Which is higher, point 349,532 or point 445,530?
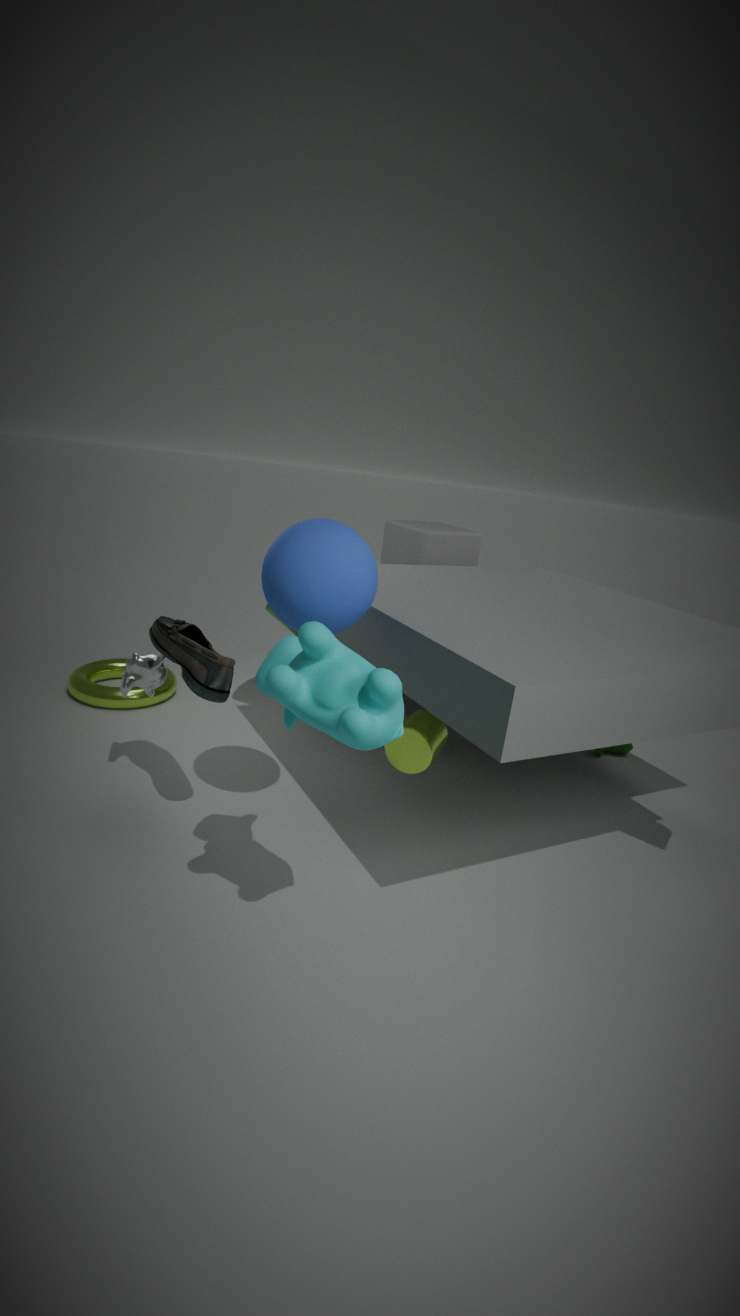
point 349,532
